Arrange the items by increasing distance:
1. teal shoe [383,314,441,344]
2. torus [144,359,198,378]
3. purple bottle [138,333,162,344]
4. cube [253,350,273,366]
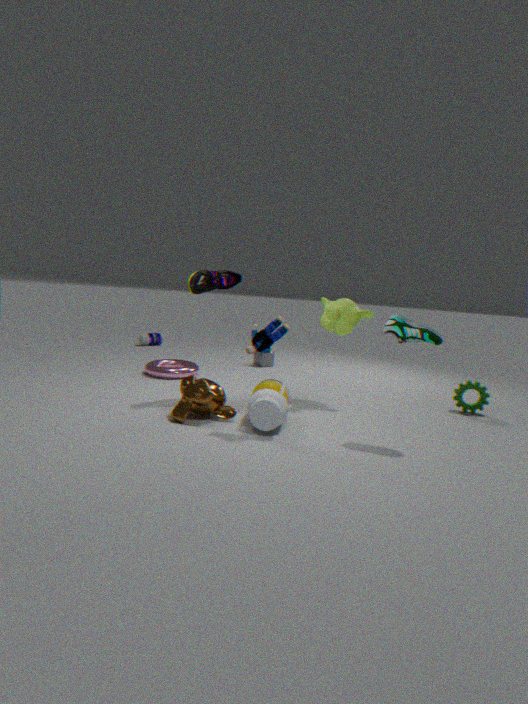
teal shoe [383,314,441,344] → torus [144,359,198,378] → cube [253,350,273,366] → purple bottle [138,333,162,344]
